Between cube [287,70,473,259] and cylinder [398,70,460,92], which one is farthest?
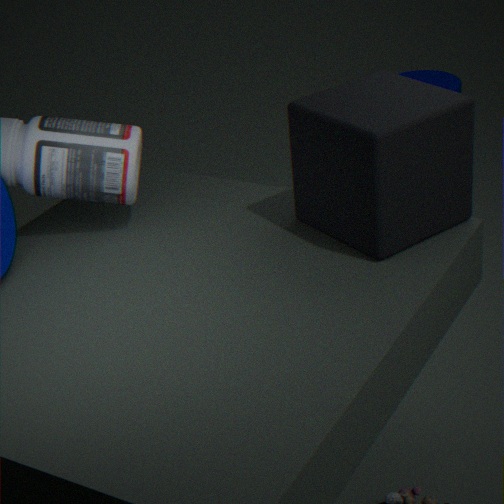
cylinder [398,70,460,92]
